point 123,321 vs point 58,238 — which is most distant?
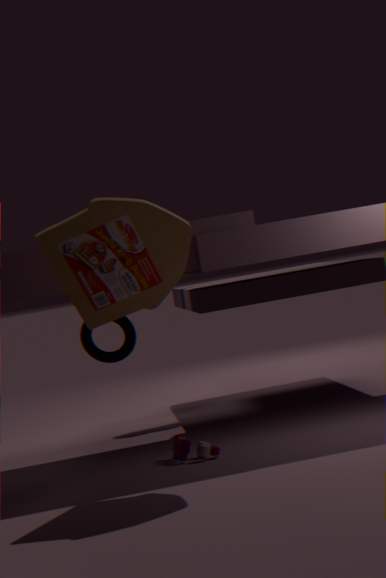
point 123,321
